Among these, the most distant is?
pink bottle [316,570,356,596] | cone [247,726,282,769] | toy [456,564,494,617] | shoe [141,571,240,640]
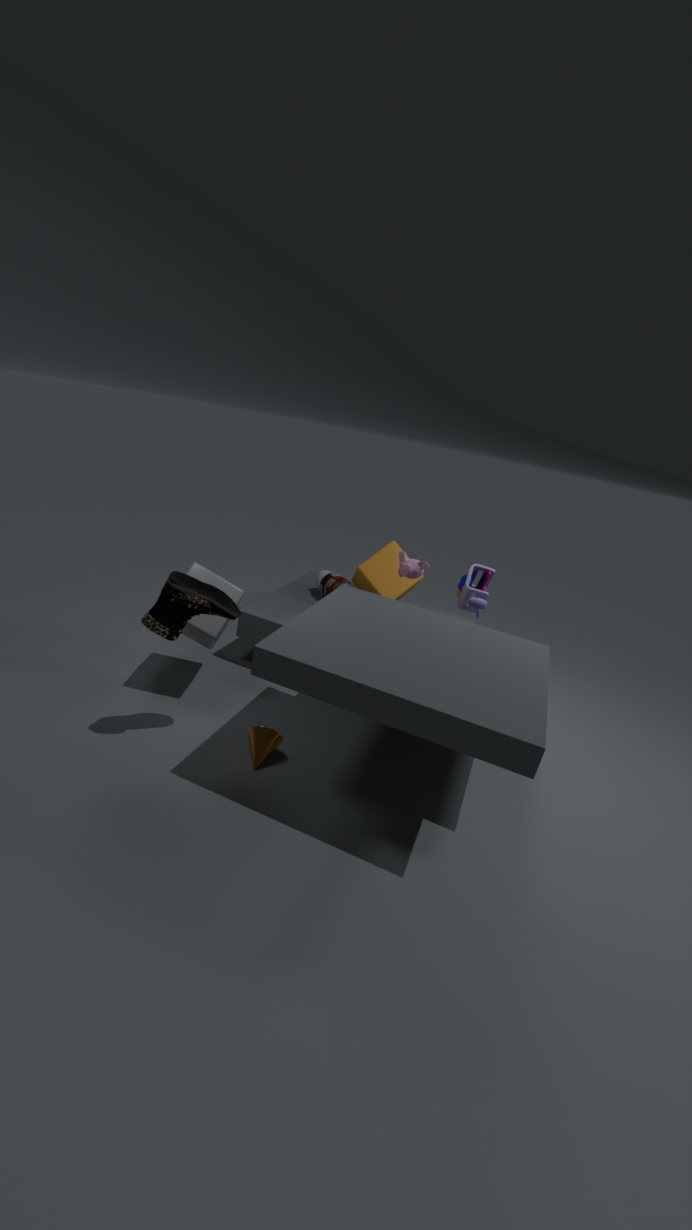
pink bottle [316,570,356,596]
